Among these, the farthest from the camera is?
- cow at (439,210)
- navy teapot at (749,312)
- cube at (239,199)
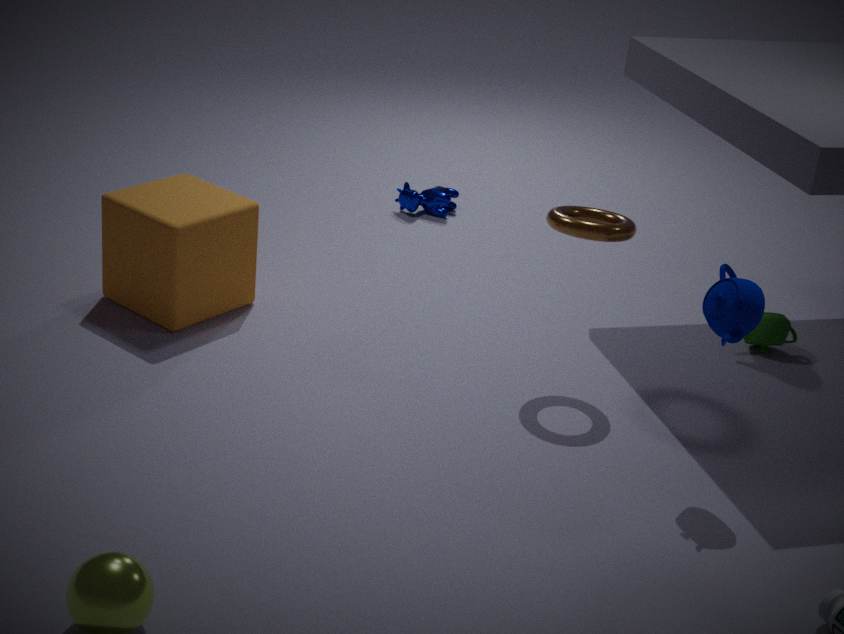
cow at (439,210)
